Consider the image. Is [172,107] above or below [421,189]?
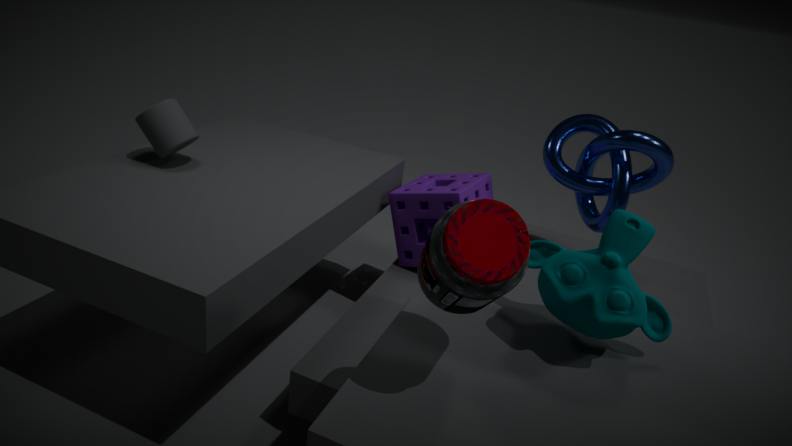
above
